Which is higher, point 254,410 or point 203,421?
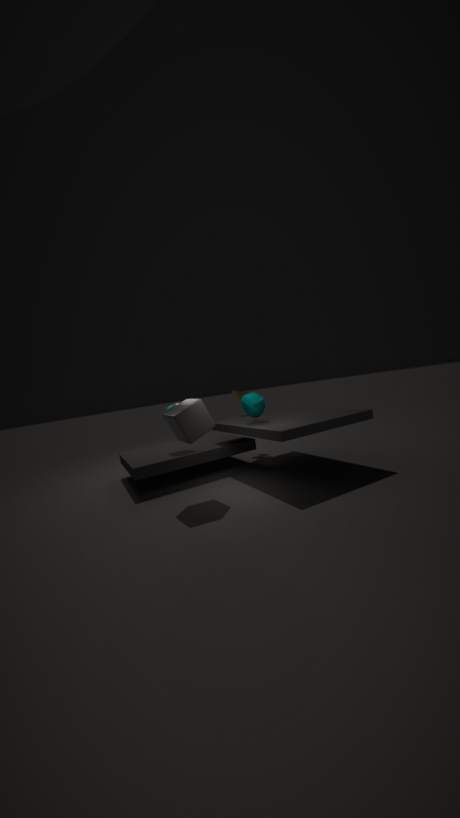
point 254,410
